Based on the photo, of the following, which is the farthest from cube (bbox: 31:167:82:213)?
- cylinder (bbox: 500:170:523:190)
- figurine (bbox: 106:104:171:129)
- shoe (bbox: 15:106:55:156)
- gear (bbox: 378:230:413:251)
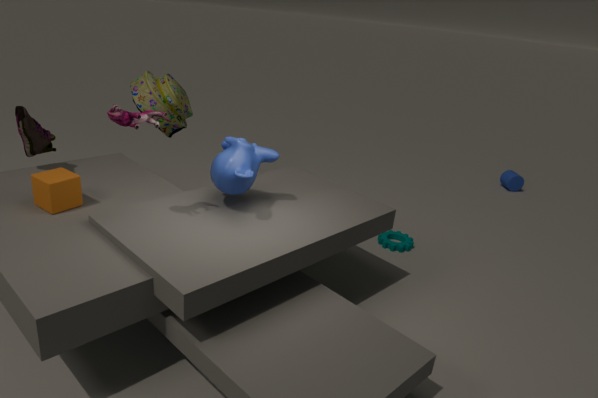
cylinder (bbox: 500:170:523:190)
